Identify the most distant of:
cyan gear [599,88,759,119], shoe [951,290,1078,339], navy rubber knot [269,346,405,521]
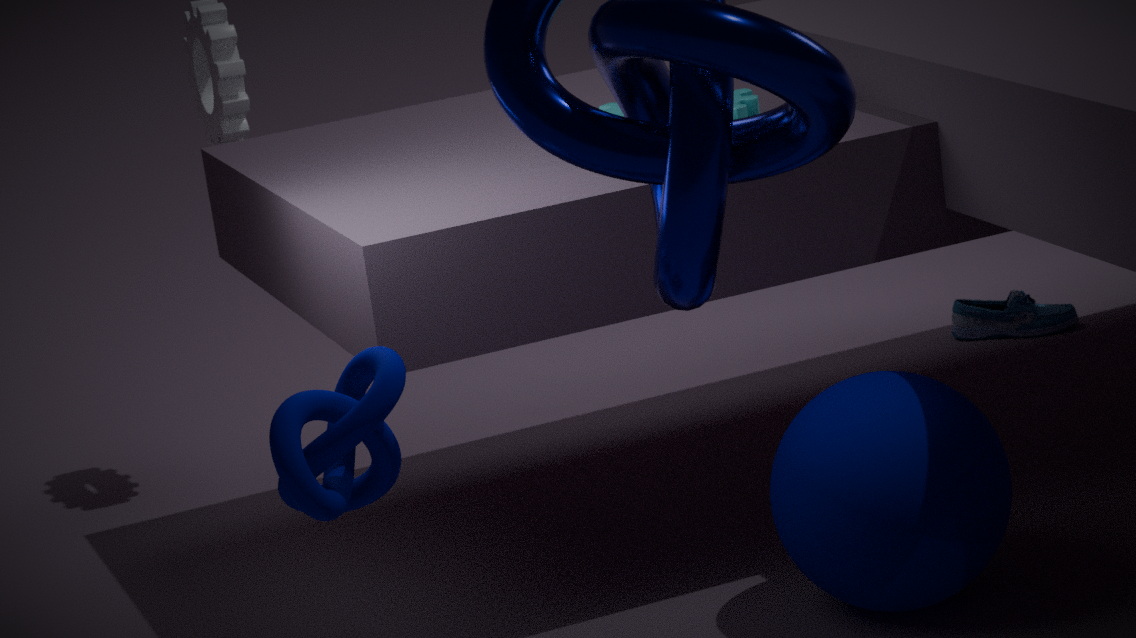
shoe [951,290,1078,339]
